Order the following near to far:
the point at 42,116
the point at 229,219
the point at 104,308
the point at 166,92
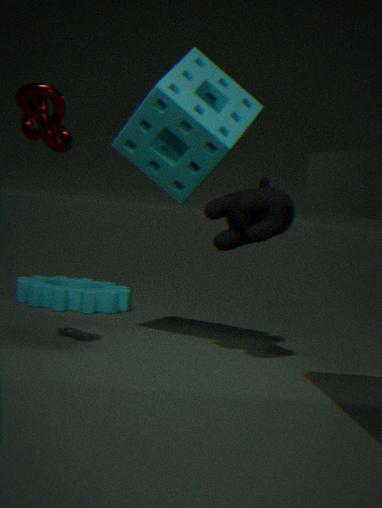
the point at 42,116 → the point at 166,92 → the point at 229,219 → the point at 104,308
